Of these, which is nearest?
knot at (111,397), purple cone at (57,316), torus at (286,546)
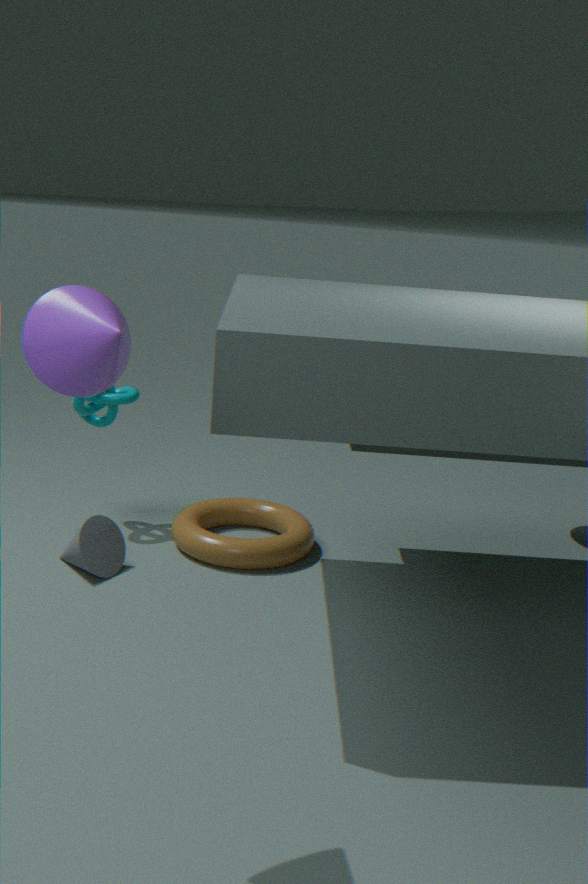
purple cone at (57,316)
